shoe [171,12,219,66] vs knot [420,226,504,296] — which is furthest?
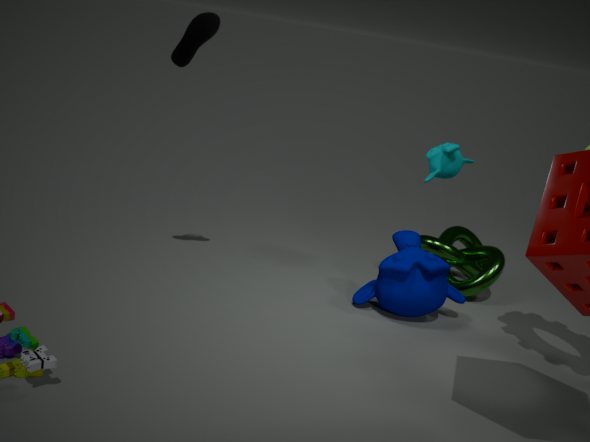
knot [420,226,504,296]
